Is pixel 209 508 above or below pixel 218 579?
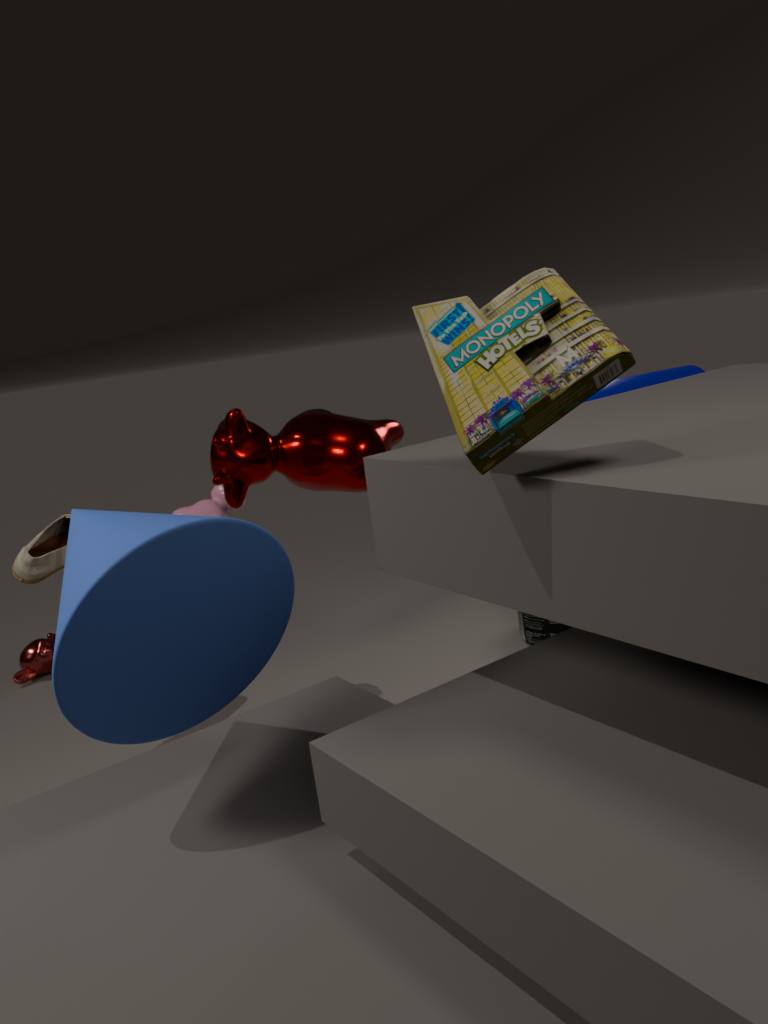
below
